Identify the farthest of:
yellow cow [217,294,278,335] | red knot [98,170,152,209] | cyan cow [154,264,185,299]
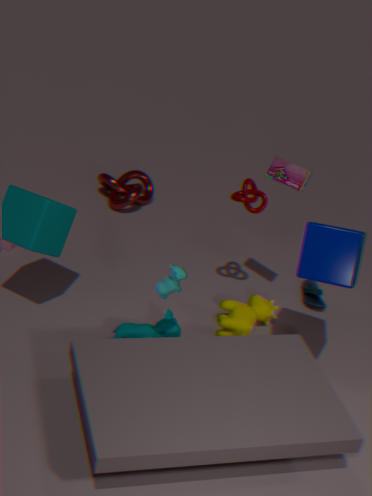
red knot [98,170,152,209]
